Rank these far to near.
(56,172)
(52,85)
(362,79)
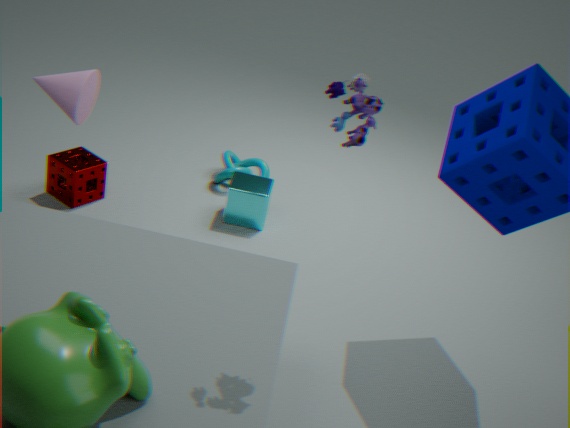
1. (56,172)
2. (52,85)
3. (362,79)
